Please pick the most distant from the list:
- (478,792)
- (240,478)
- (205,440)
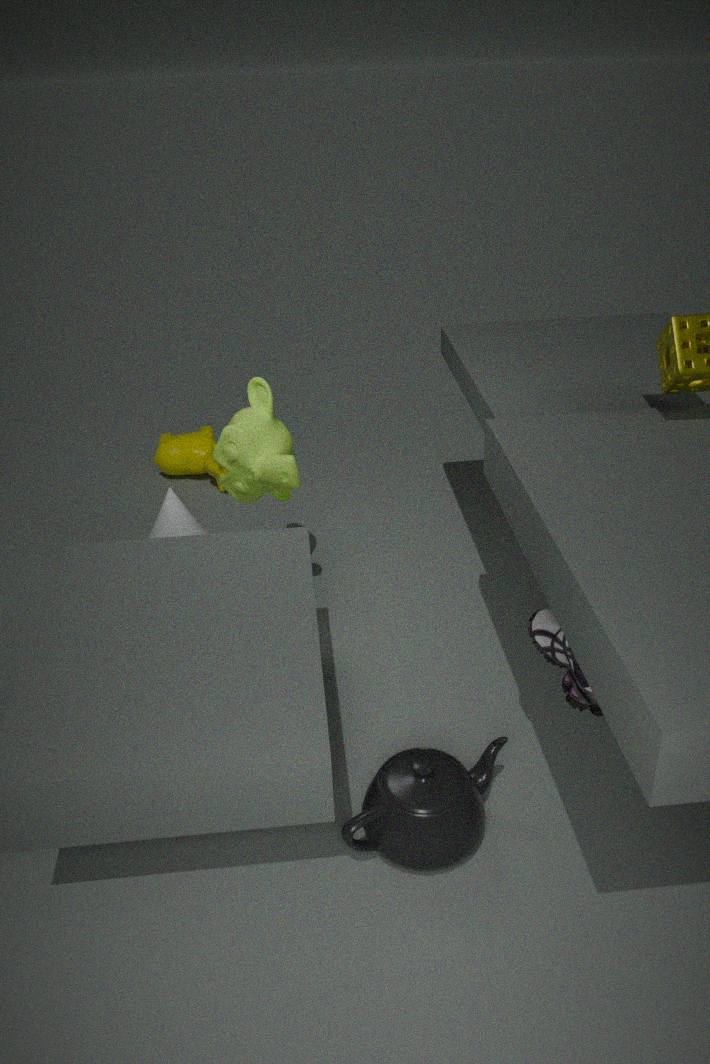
(205,440)
